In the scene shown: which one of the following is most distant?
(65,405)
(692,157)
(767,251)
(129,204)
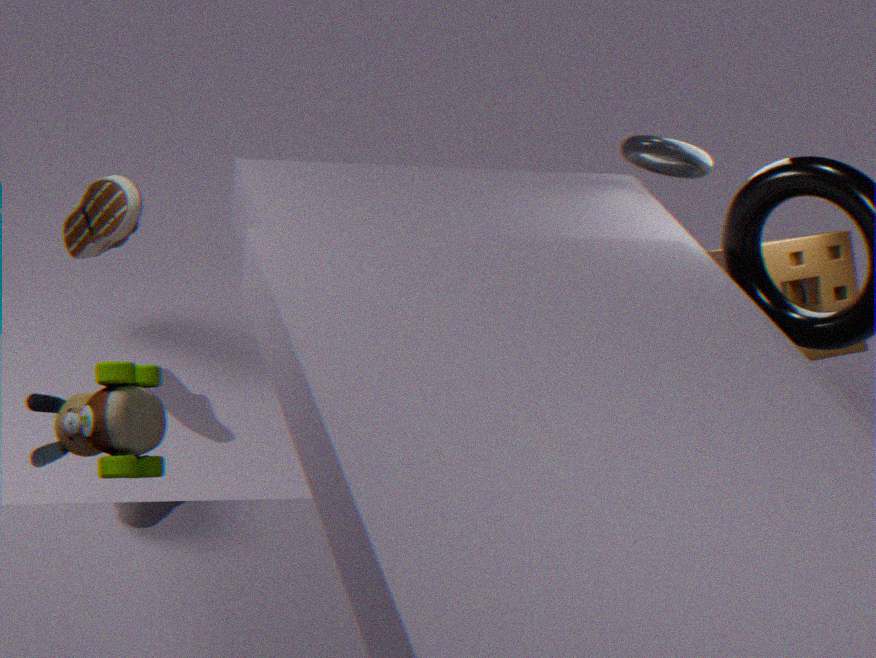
(767,251)
